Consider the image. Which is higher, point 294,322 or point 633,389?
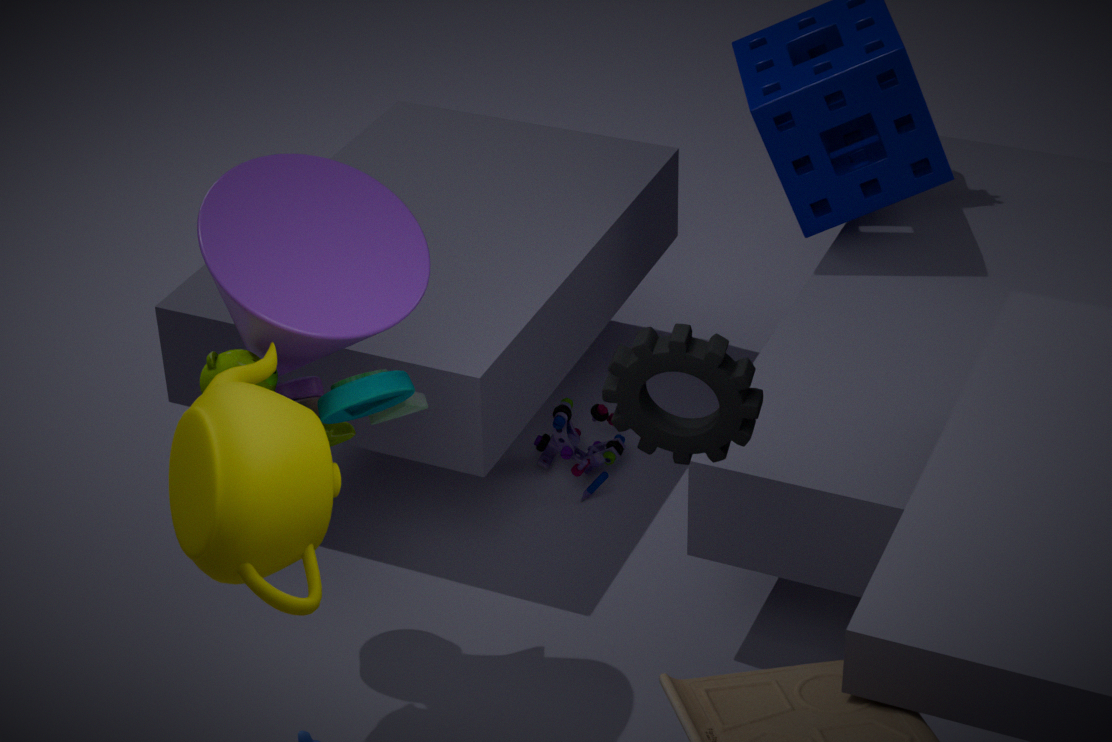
point 294,322
